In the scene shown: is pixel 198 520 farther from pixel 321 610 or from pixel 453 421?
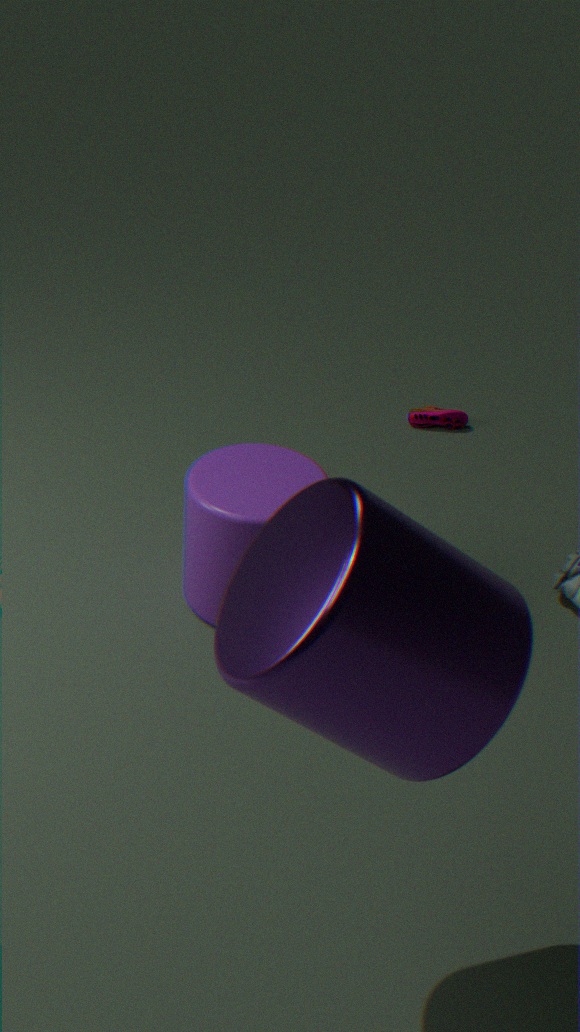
pixel 321 610
